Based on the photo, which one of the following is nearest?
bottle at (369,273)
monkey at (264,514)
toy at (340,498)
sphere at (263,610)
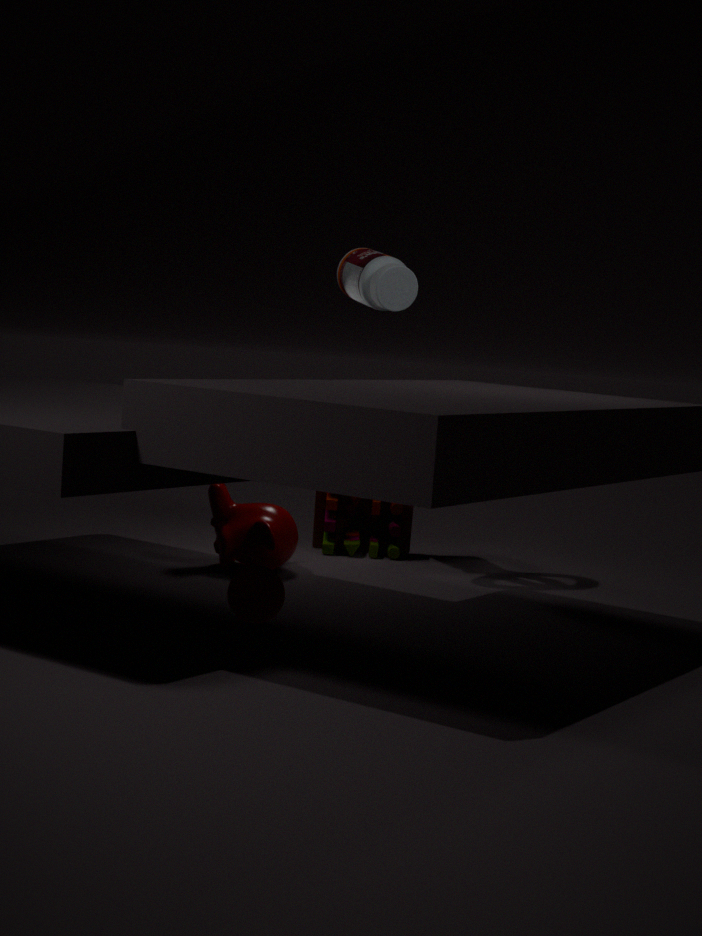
sphere at (263,610)
